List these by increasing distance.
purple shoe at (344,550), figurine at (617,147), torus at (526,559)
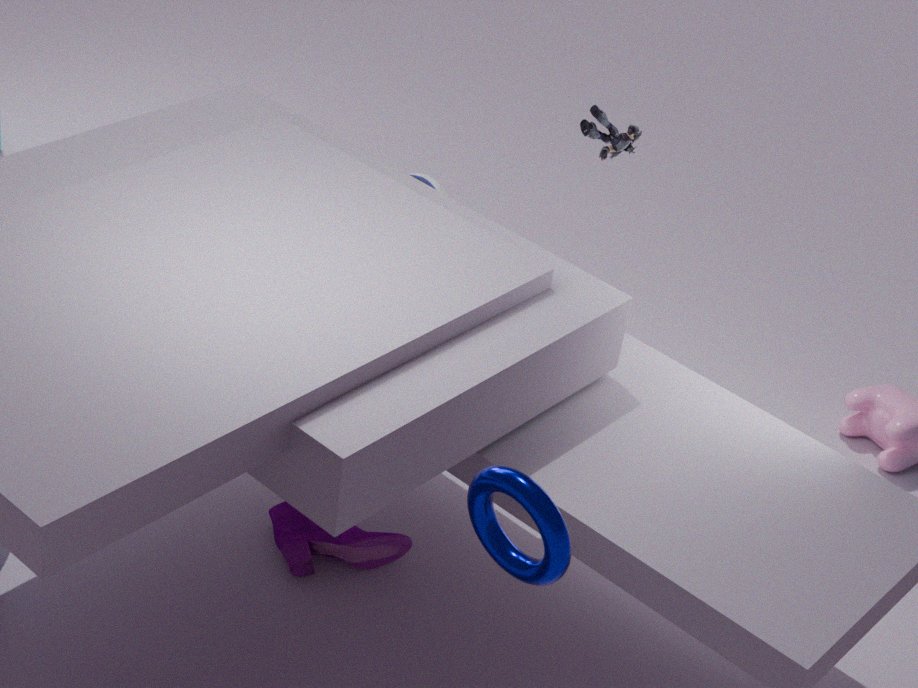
torus at (526,559) < purple shoe at (344,550) < figurine at (617,147)
